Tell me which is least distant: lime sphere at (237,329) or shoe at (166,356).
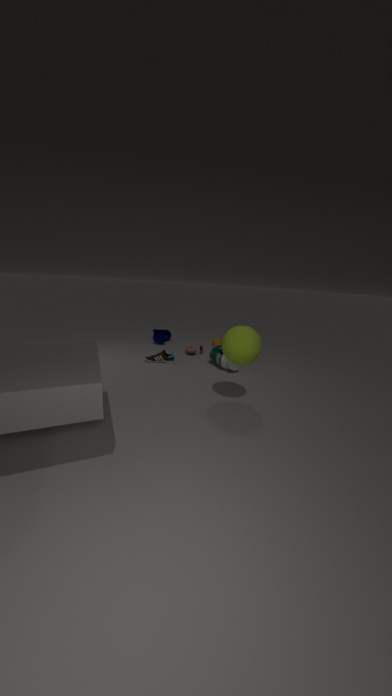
lime sphere at (237,329)
